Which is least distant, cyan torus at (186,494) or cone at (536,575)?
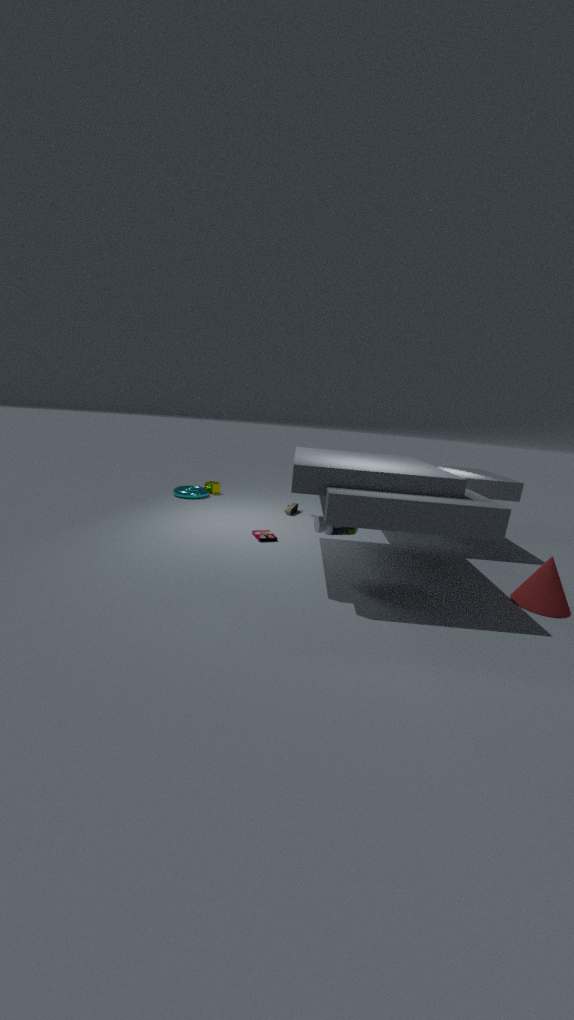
cone at (536,575)
